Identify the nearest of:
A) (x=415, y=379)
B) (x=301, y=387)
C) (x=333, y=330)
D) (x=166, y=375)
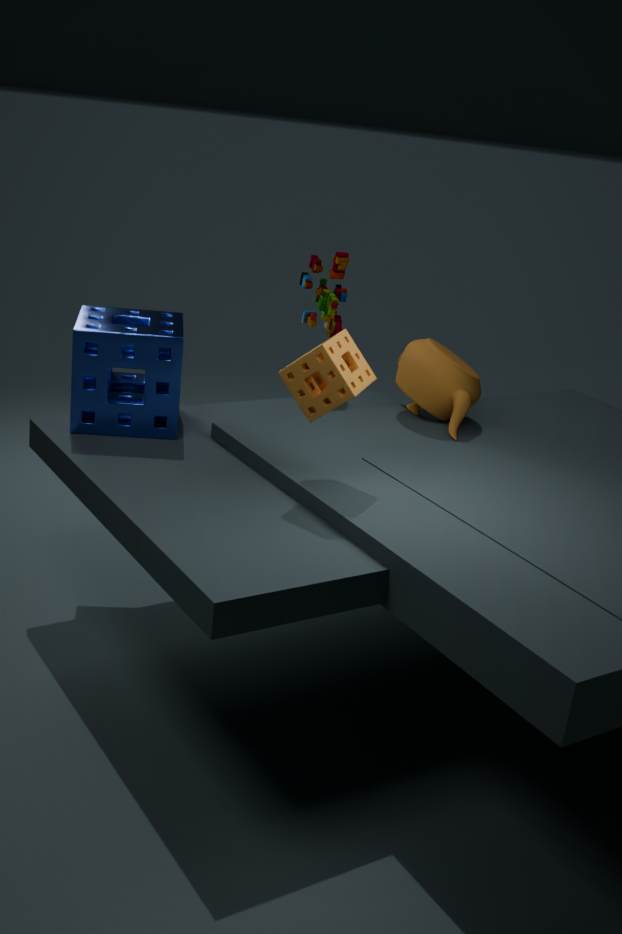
(x=301, y=387)
